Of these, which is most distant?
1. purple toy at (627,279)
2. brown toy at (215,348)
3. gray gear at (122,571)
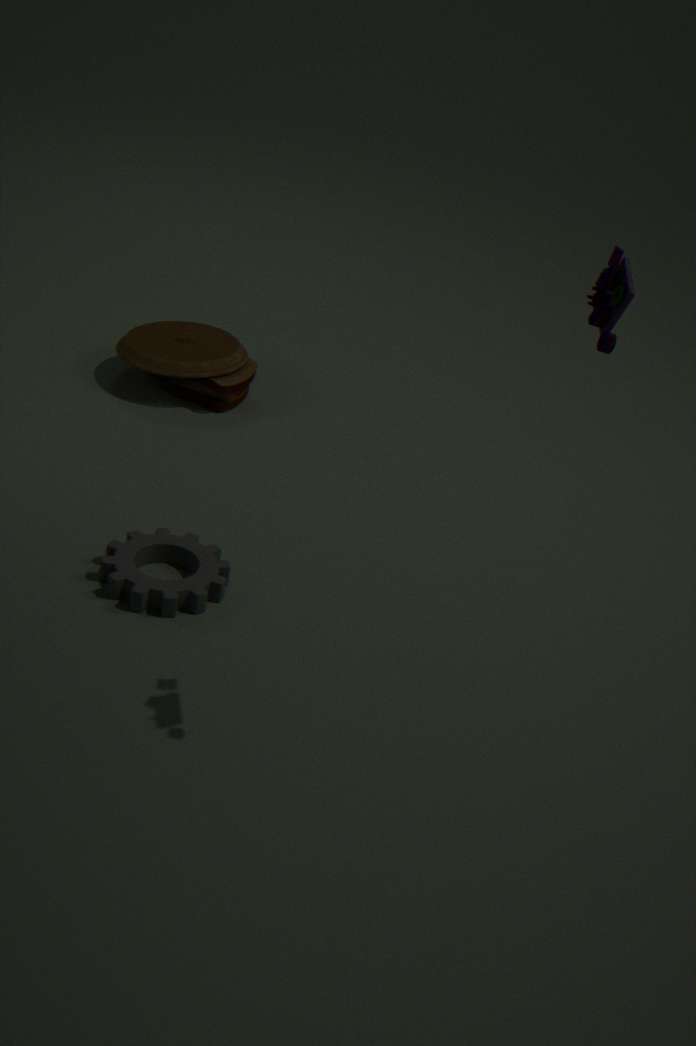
brown toy at (215,348)
